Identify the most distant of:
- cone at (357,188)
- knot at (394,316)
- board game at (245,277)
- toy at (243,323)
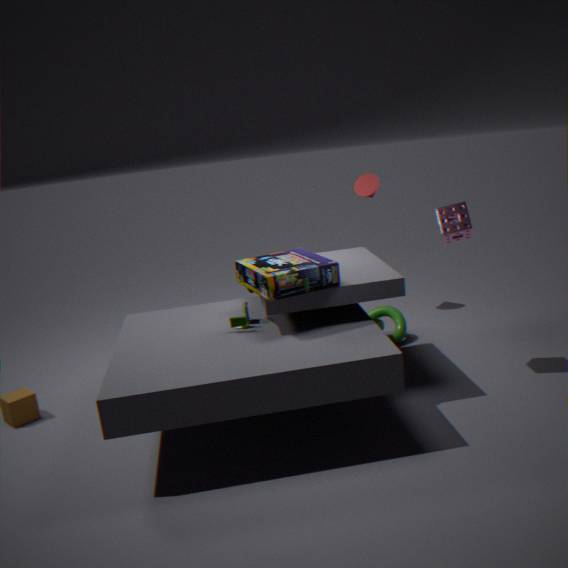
cone at (357,188)
